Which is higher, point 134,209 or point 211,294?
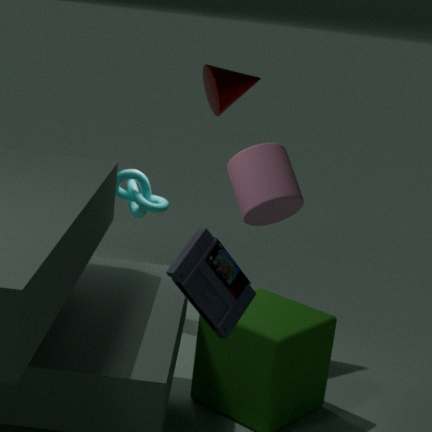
point 211,294
